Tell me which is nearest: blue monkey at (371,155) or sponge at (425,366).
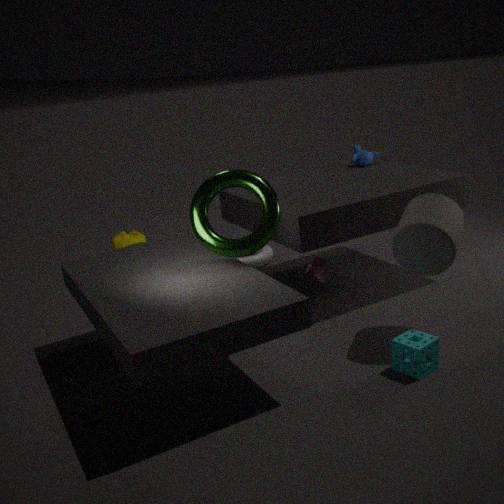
sponge at (425,366)
